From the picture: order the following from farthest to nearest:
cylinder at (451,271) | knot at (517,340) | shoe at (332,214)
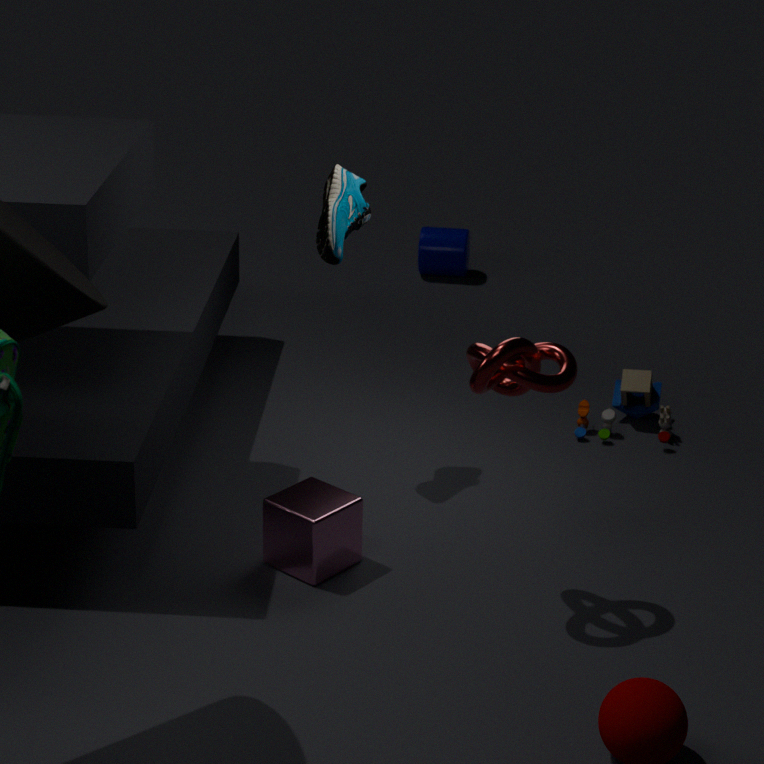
cylinder at (451,271) < shoe at (332,214) < knot at (517,340)
